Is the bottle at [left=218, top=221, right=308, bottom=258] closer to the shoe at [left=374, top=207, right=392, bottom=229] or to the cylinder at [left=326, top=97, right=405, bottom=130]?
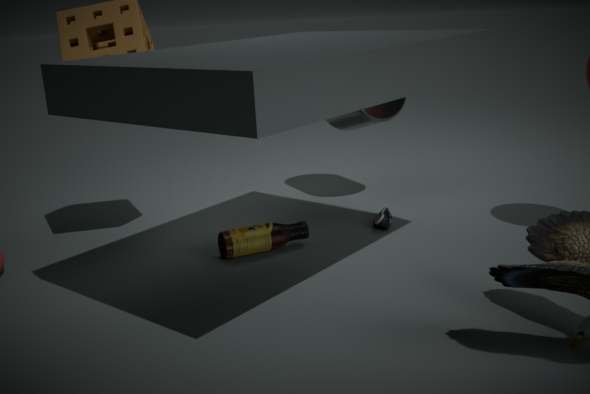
the shoe at [left=374, top=207, right=392, bottom=229]
